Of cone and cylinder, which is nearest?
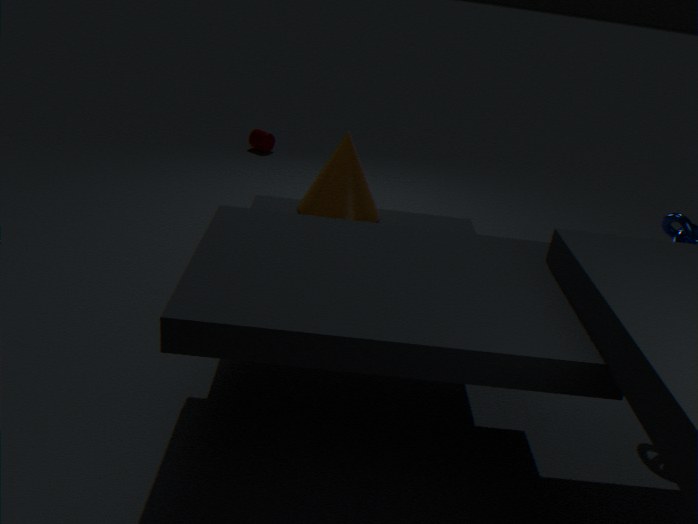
cone
